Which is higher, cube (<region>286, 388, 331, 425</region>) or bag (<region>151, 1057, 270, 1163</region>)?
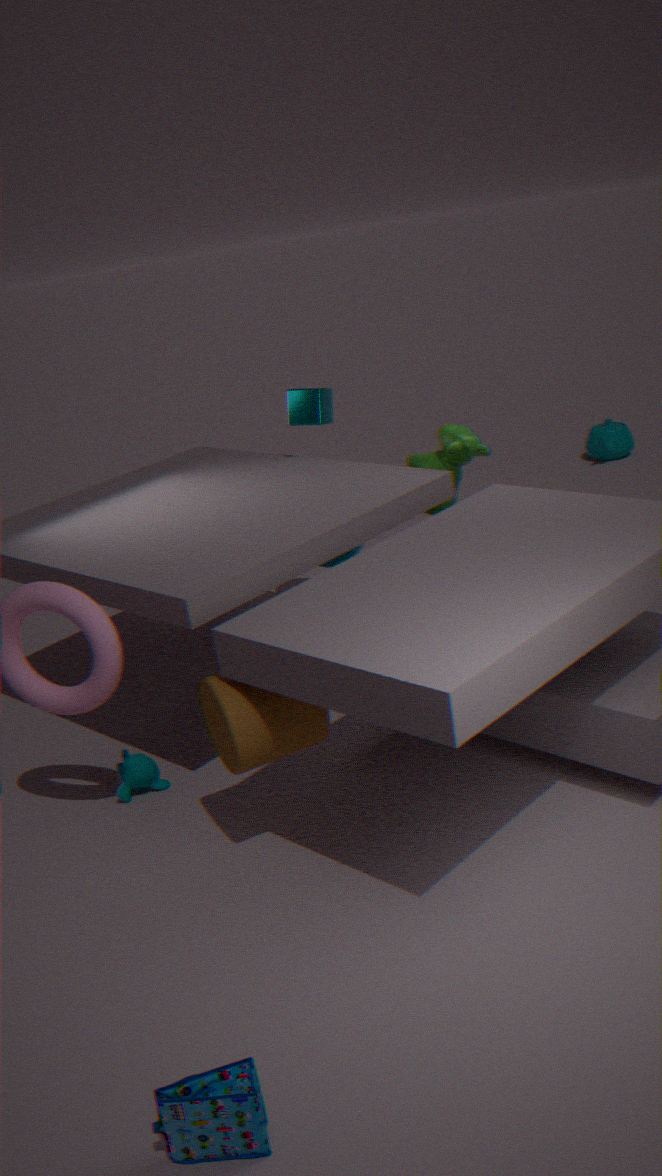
cube (<region>286, 388, 331, 425</region>)
